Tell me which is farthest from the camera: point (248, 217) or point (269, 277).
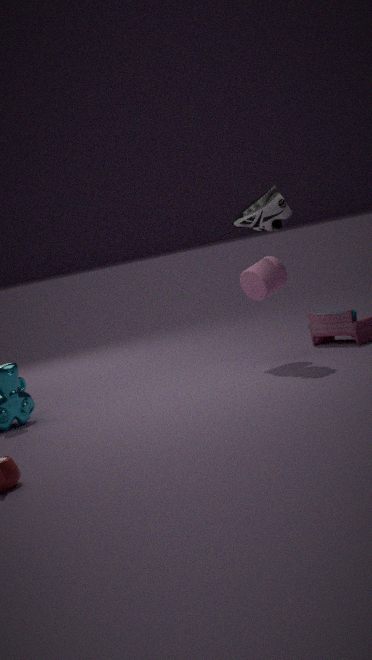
point (269, 277)
